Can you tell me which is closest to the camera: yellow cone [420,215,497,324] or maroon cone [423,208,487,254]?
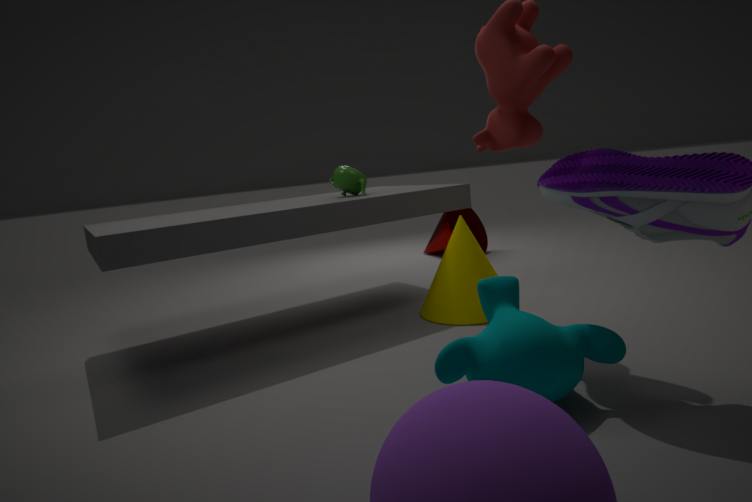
yellow cone [420,215,497,324]
